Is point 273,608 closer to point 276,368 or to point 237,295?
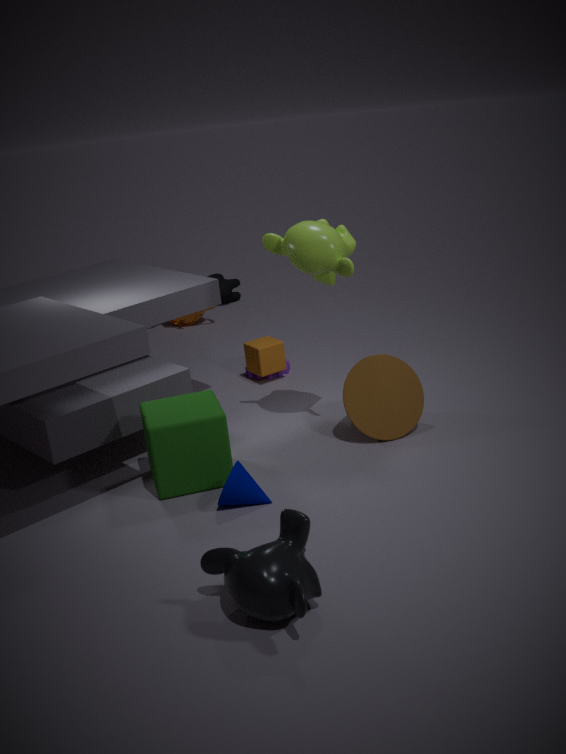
point 276,368
